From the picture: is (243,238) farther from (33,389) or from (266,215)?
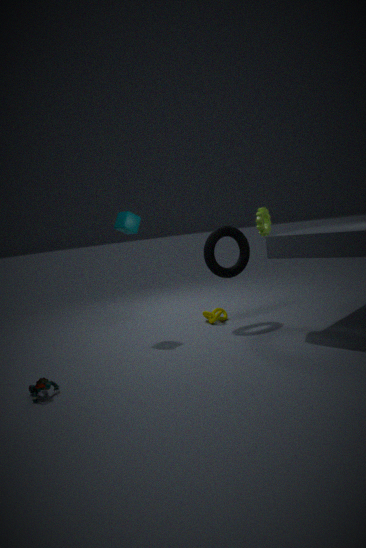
(33,389)
